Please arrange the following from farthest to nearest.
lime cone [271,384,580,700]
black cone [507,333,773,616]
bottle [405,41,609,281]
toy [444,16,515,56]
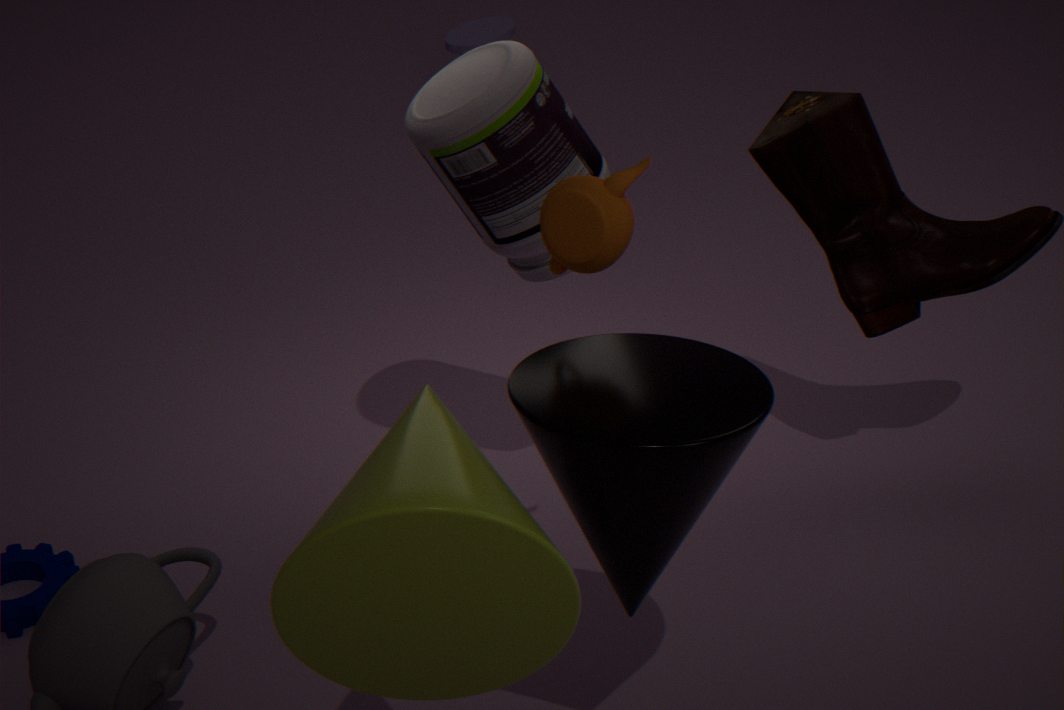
1. toy [444,16,515,56]
2. bottle [405,41,609,281]
3. black cone [507,333,773,616]
4. lime cone [271,384,580,700]
